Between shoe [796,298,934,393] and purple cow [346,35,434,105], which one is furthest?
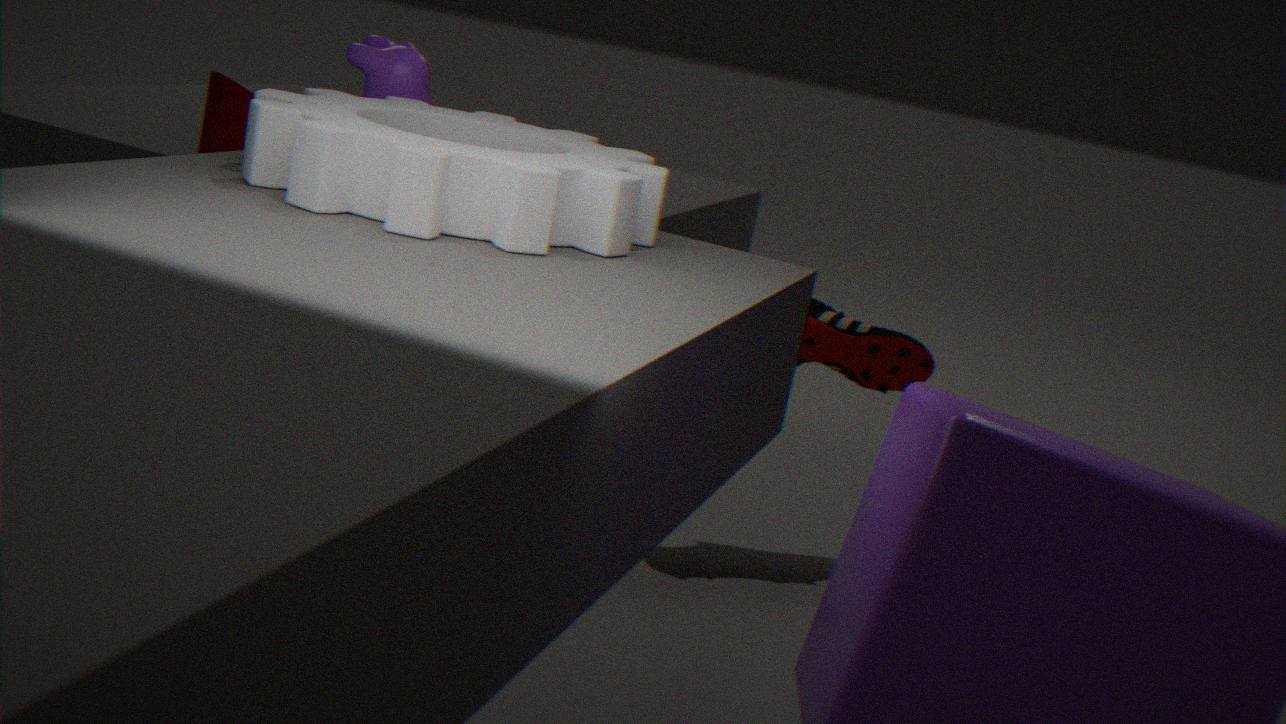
shoe [796,298,934,393]
